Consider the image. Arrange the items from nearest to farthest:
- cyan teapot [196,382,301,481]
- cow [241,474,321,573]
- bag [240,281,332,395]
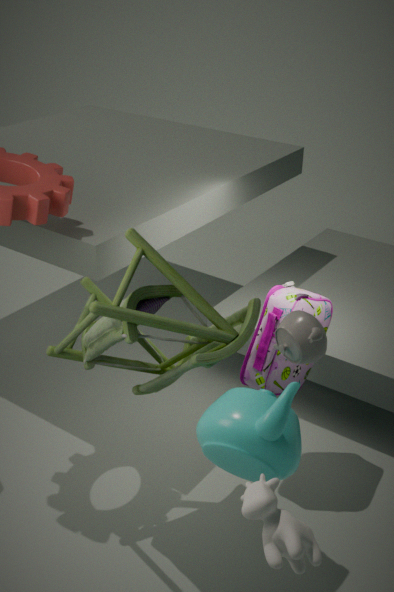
cow [241,474,321,573]
cyan teapot [196,382,301,481]
bag [240,281,332,395]
